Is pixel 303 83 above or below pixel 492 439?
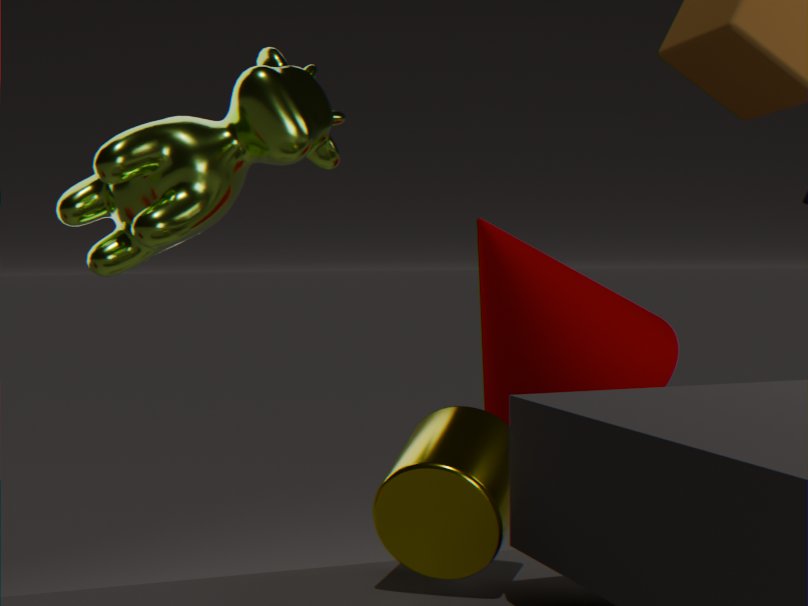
above
